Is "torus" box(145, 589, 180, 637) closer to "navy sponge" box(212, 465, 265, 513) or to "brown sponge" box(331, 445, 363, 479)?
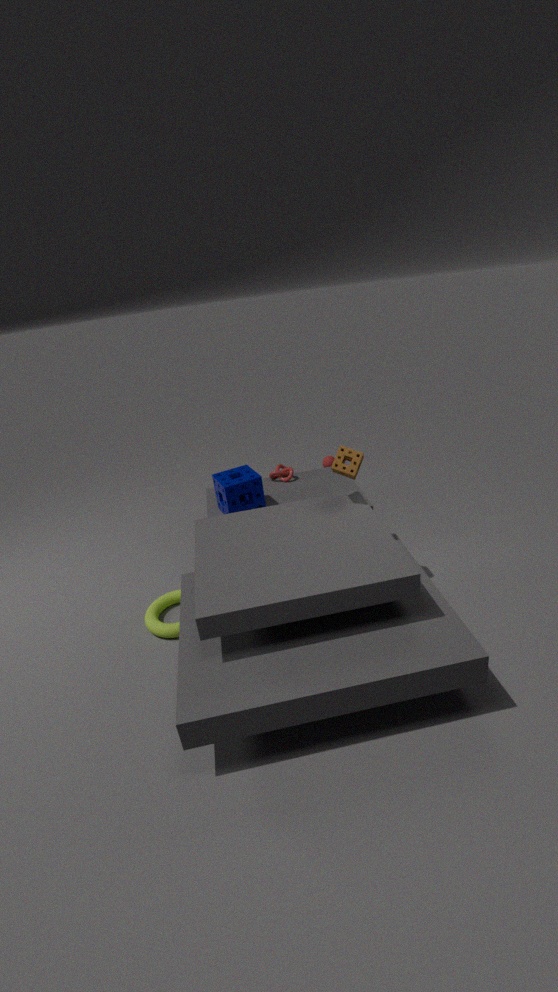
"navy sponge" box(212, 465, 265, 513)
